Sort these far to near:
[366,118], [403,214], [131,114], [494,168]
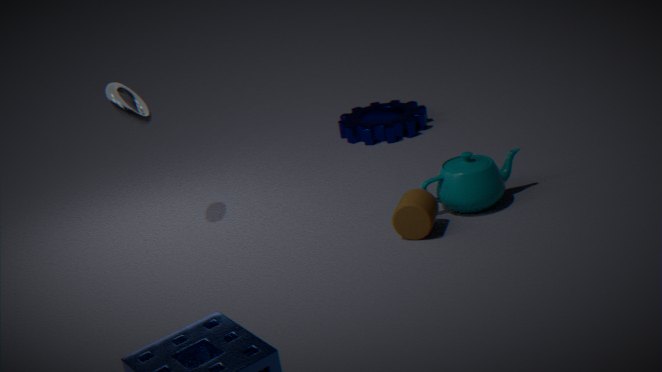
[366,118] < [131,114] < [494,168] < [403,214]
